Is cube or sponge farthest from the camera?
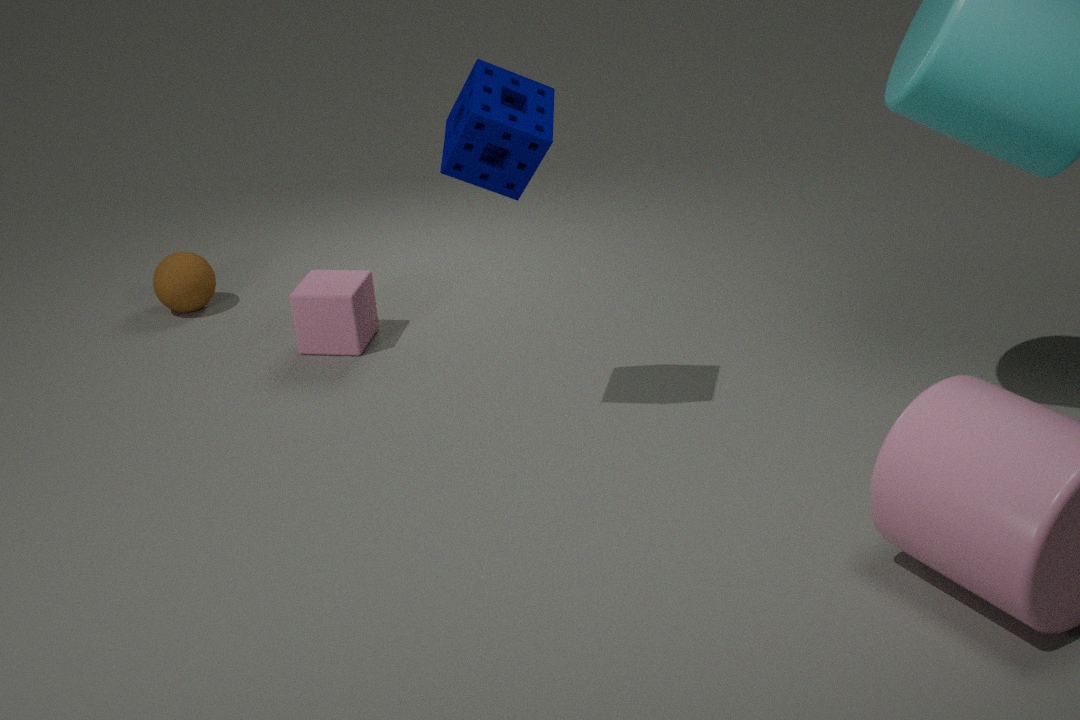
cube
